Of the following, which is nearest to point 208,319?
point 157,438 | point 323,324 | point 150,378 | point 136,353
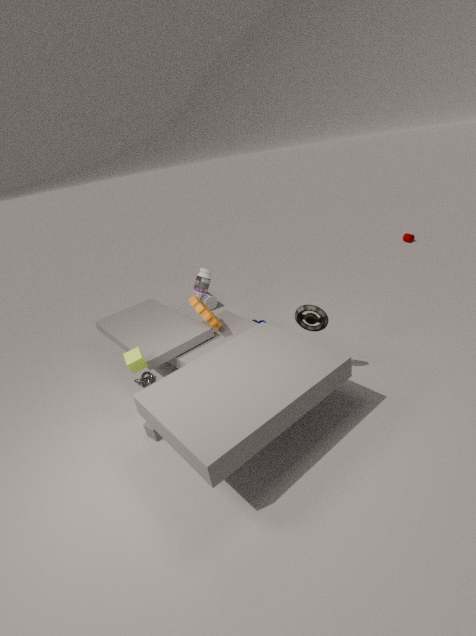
point 136,353
